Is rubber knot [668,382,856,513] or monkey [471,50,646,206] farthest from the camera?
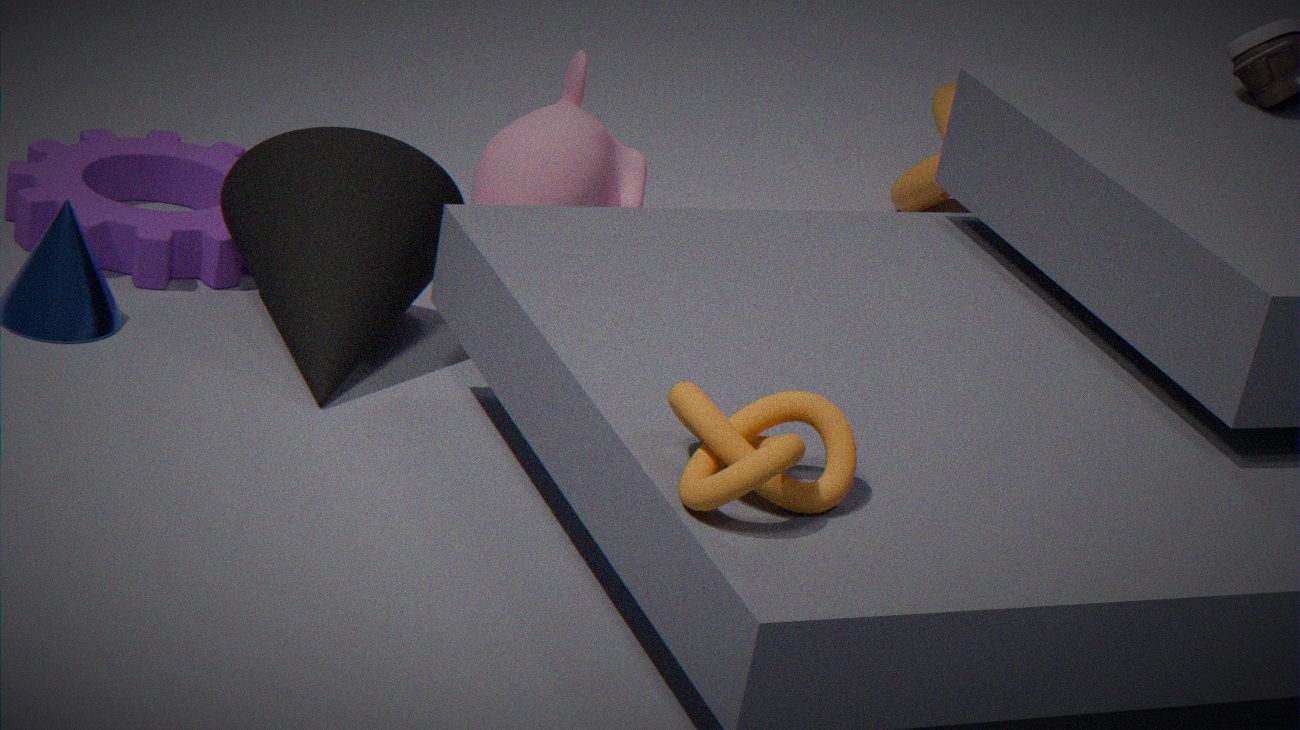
monkey [471,50,646,206]
